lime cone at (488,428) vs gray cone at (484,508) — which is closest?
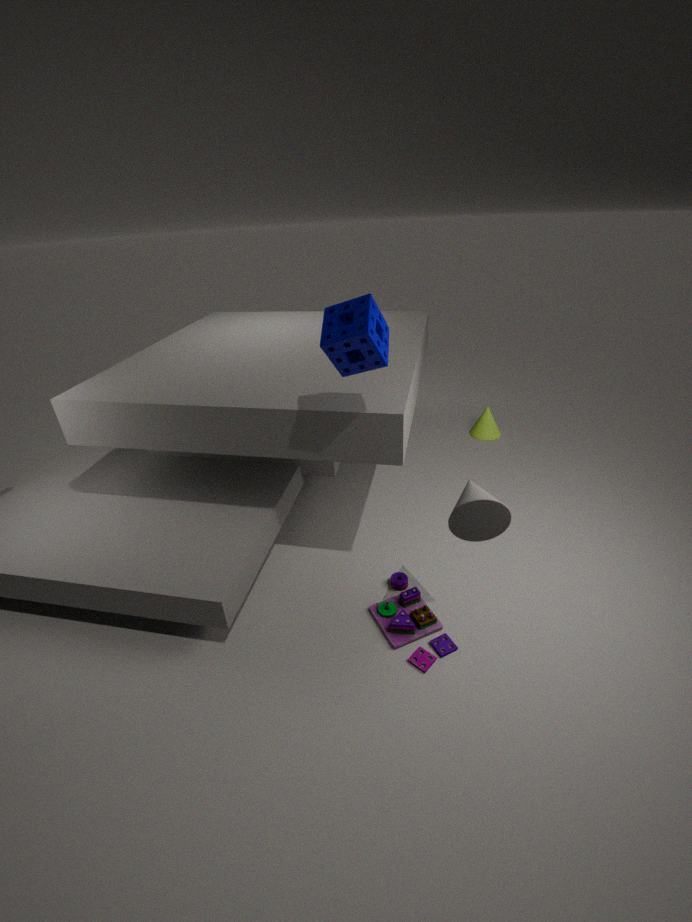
gray cone at (484,508)
